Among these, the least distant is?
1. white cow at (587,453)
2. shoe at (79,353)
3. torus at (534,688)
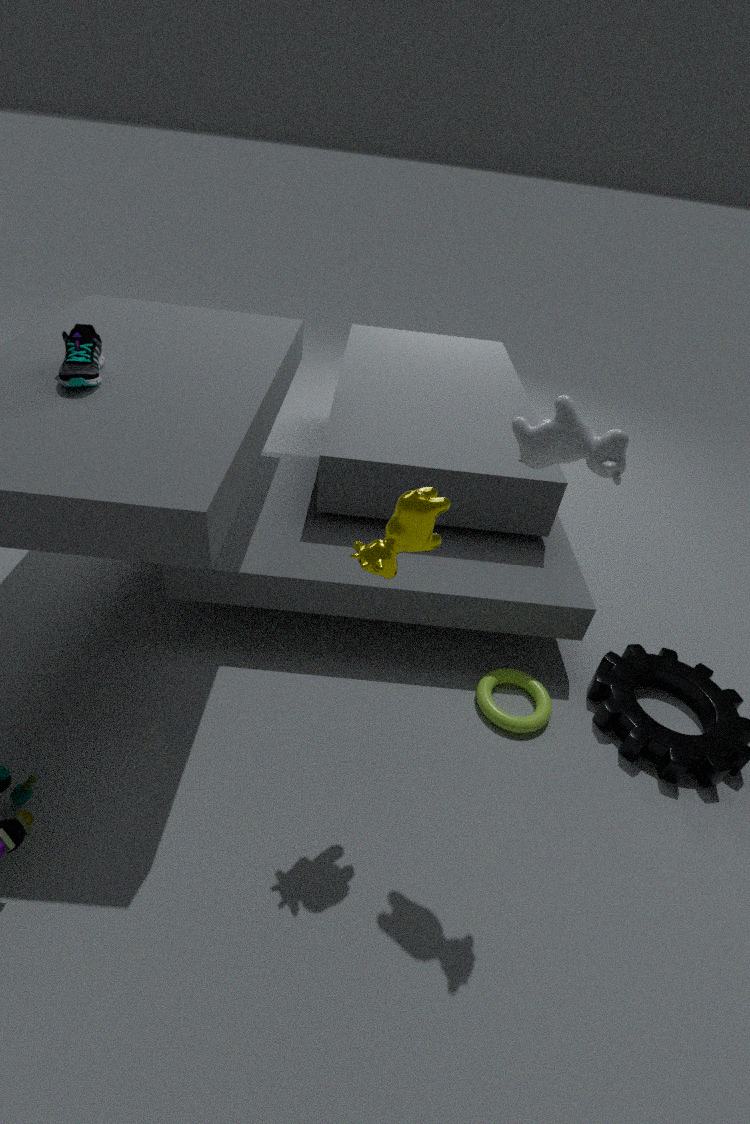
white cow at (587,453)
